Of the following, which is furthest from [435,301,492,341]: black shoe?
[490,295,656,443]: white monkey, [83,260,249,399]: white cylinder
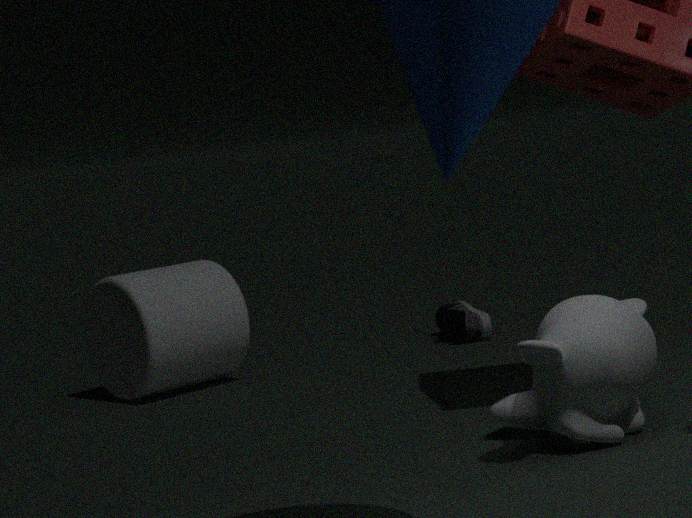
[490,295,656,443]: white monkey
